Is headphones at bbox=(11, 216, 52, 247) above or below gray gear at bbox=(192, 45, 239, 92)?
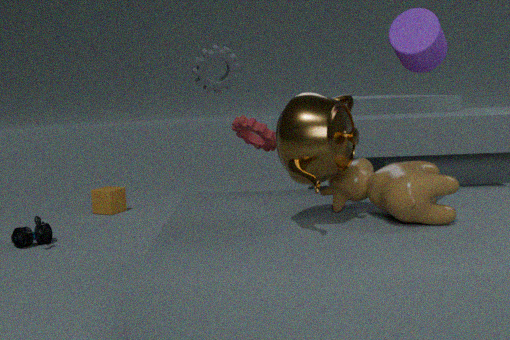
below
